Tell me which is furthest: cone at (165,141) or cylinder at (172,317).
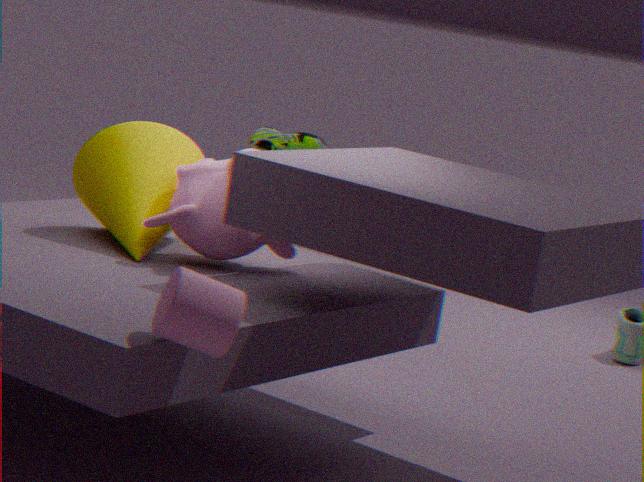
cone at (165,141)
